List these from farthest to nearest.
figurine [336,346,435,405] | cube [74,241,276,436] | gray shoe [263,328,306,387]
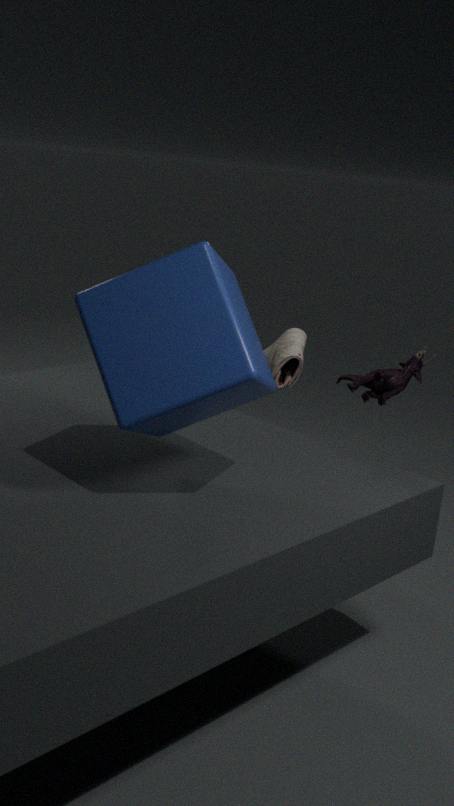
gray shoe [263,328,306,387] → figurine [336,346,435,405] → cube [74,241,276,436]
